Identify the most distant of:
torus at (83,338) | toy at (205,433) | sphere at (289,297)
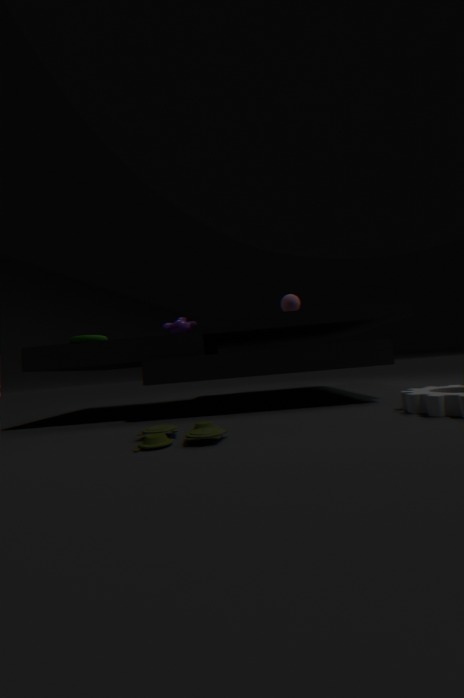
sphere at (289,297)
